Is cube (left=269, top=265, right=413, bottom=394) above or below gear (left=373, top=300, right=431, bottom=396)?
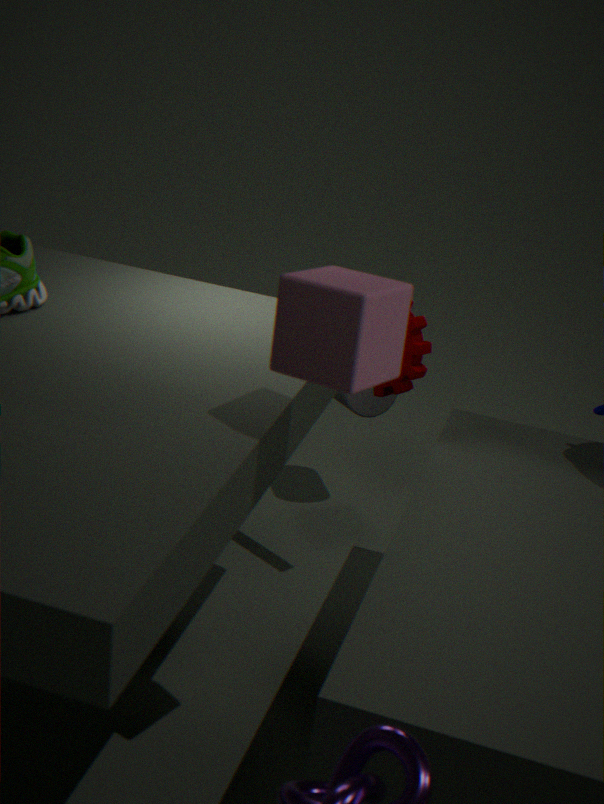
above
